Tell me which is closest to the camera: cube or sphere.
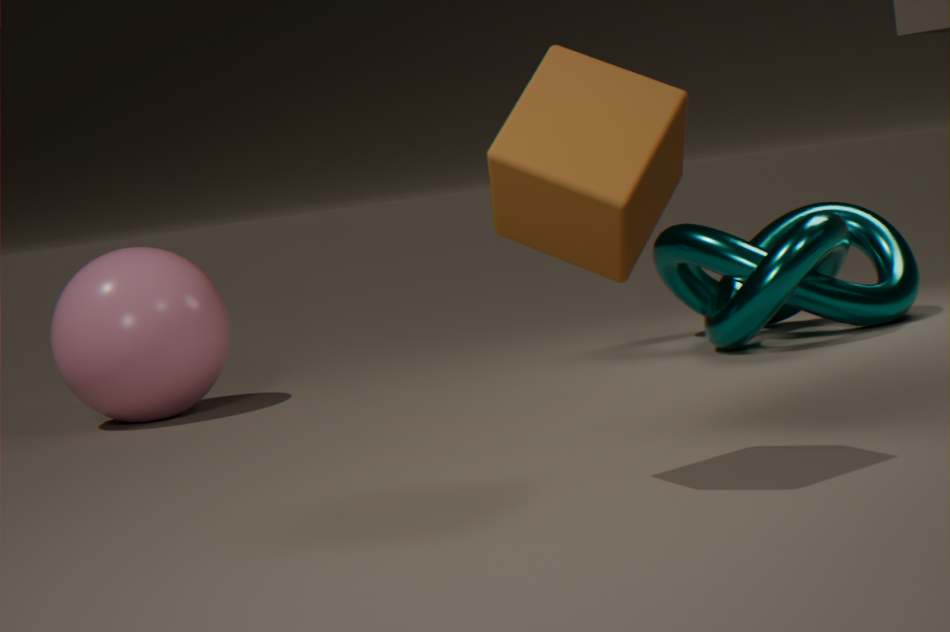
cube
